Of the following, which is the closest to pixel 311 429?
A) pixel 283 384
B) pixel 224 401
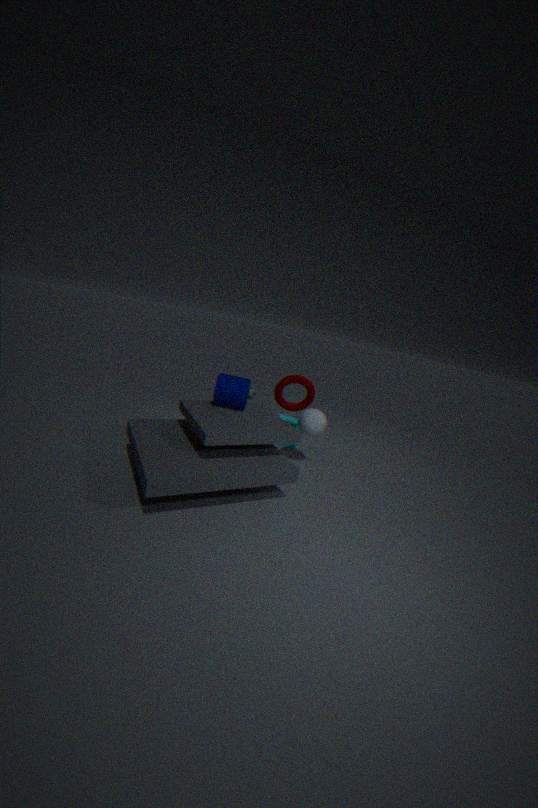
pixel 283 384
